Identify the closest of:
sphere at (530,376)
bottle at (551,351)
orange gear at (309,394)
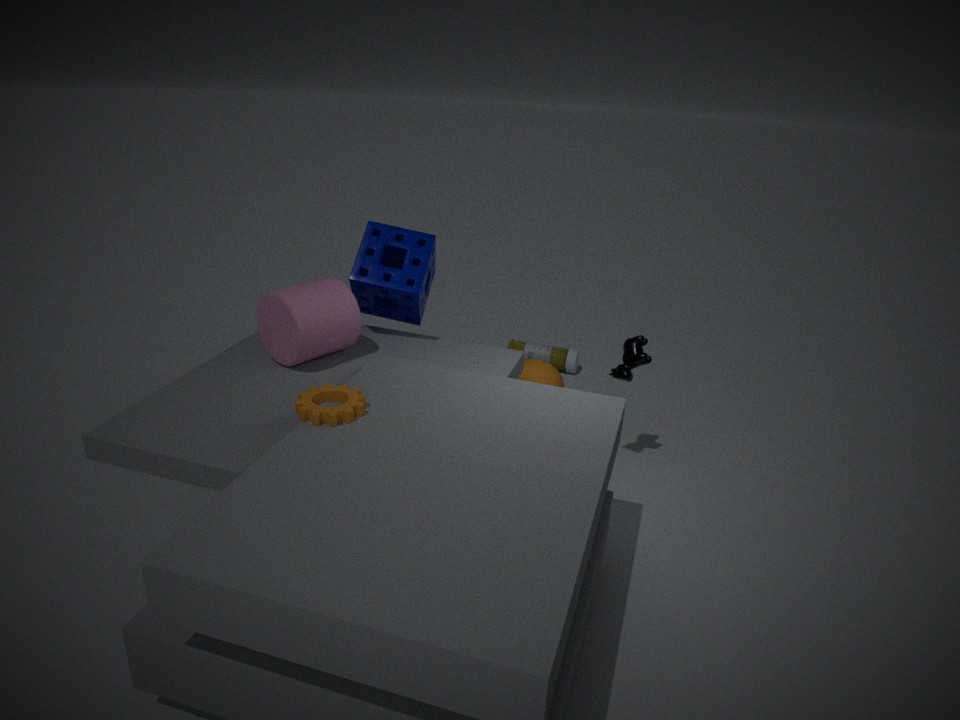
orange gear at (309,394)
